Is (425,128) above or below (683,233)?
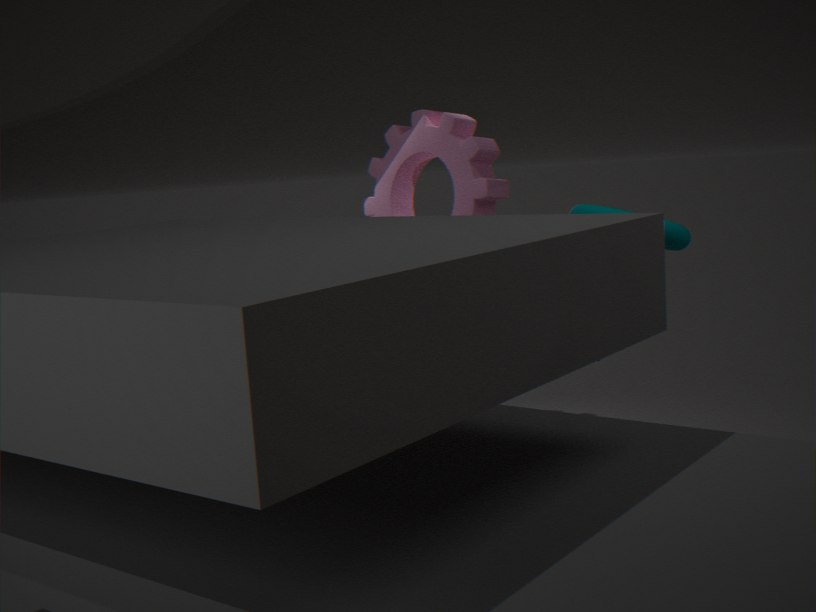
above
